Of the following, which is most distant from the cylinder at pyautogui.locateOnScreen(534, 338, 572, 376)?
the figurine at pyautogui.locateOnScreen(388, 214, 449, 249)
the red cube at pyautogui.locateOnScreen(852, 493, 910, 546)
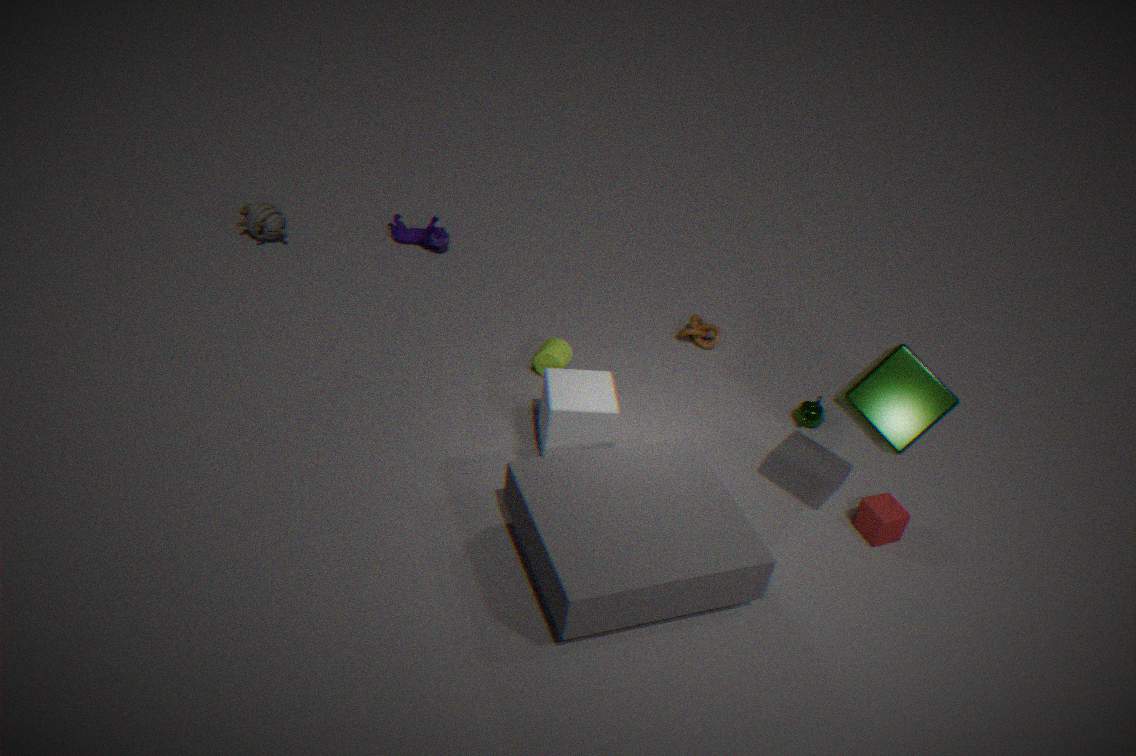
the red cube at pyautogui.locateOnScreen(852, 493, 910, 546)
